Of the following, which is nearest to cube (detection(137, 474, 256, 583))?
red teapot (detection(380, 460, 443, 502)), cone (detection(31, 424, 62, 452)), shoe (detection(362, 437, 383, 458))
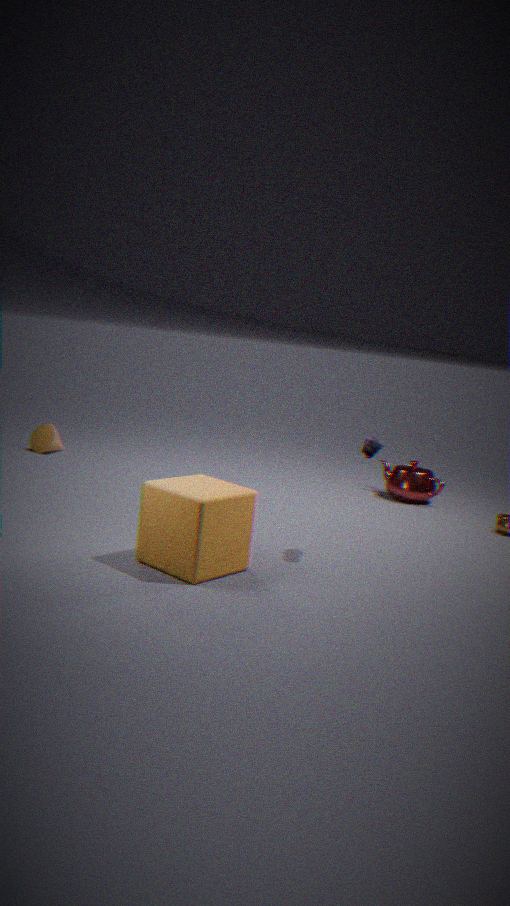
shoe (detection(362, 437, 383, 458))
